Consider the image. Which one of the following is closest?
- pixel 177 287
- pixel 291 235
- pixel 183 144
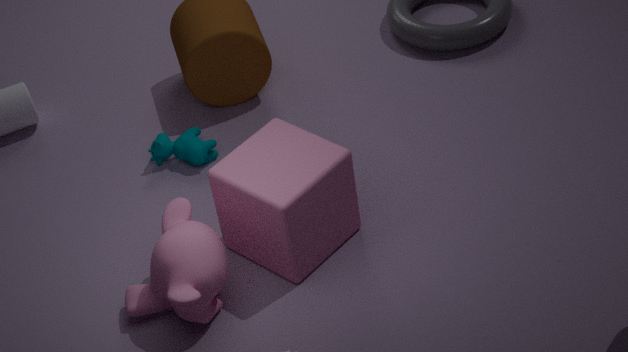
pixel 177 287
